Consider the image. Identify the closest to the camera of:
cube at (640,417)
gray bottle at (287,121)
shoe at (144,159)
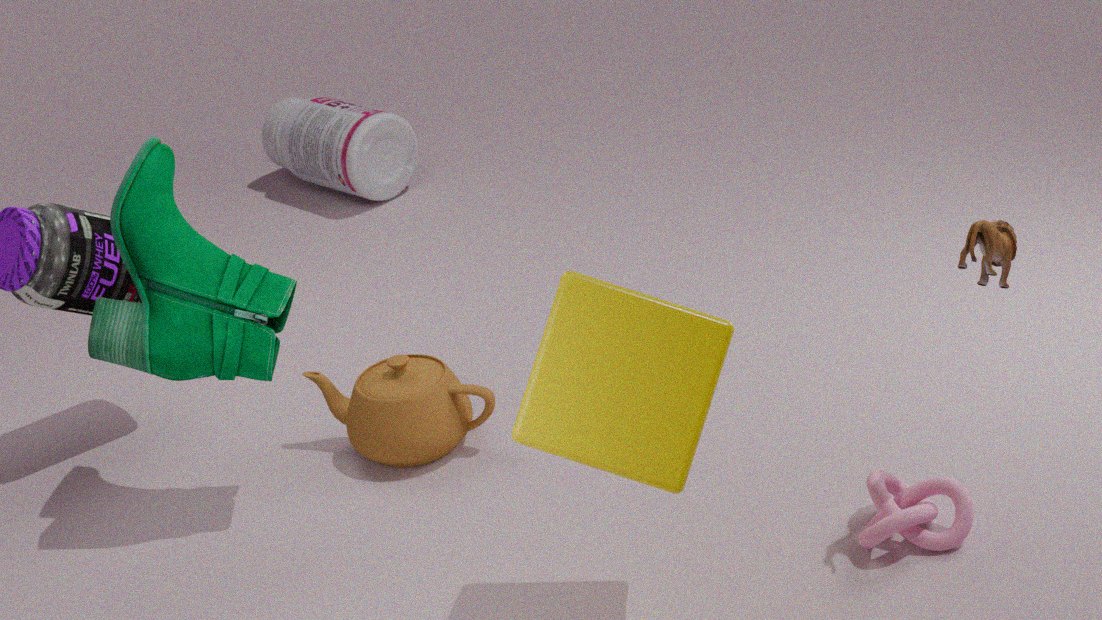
cube at (640,417)
